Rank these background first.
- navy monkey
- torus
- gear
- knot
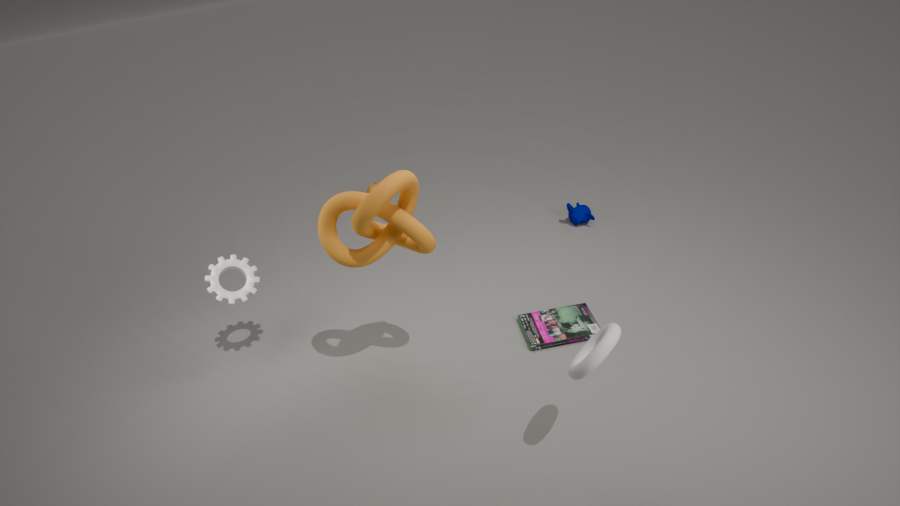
navy monkey
gear
knot
torus
